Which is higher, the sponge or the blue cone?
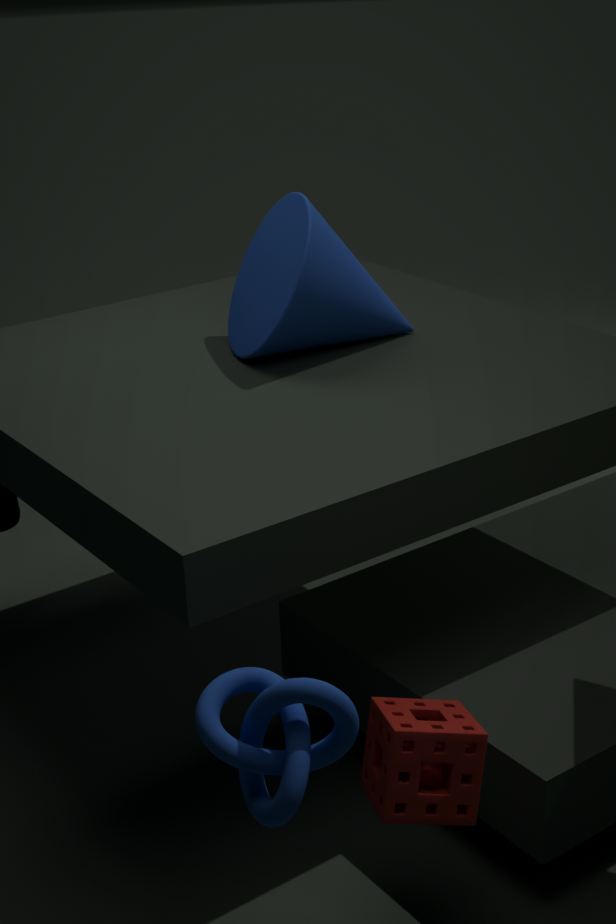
the blue cone
